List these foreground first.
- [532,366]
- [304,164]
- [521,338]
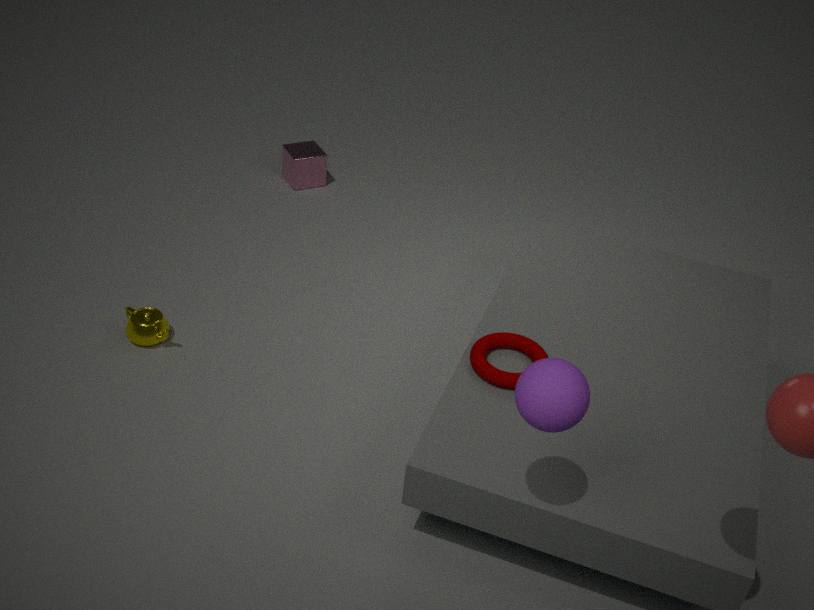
[532,366] → [521,338] → [304,164]
